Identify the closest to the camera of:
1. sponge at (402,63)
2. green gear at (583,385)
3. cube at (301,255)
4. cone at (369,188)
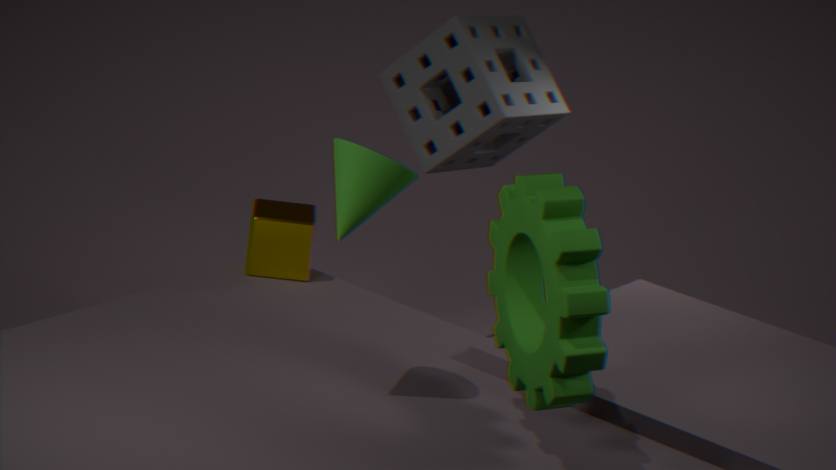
green gear at (583,385)
